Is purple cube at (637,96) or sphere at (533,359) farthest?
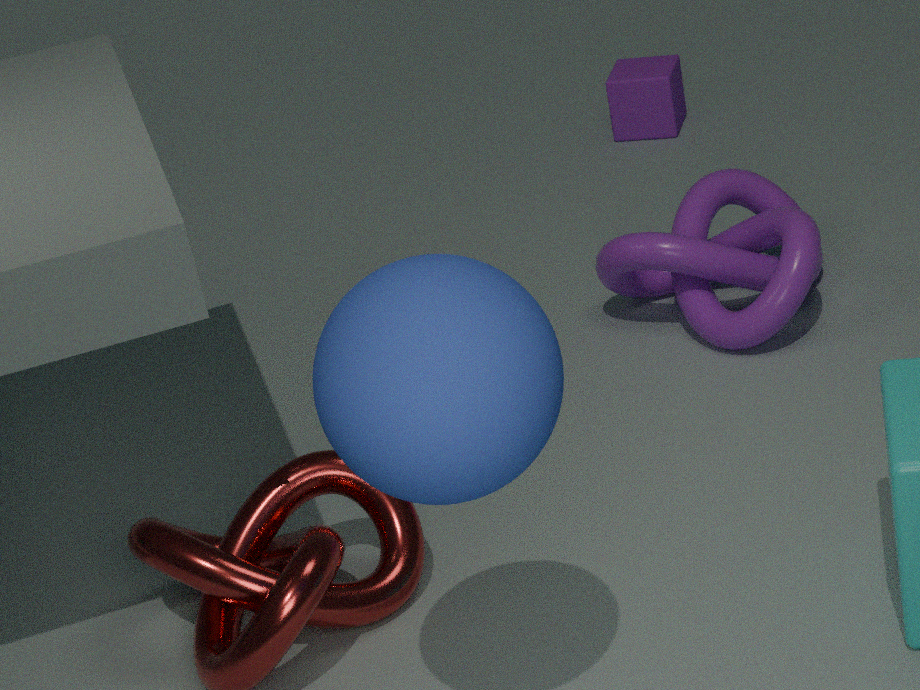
purple cube at (637,96)
